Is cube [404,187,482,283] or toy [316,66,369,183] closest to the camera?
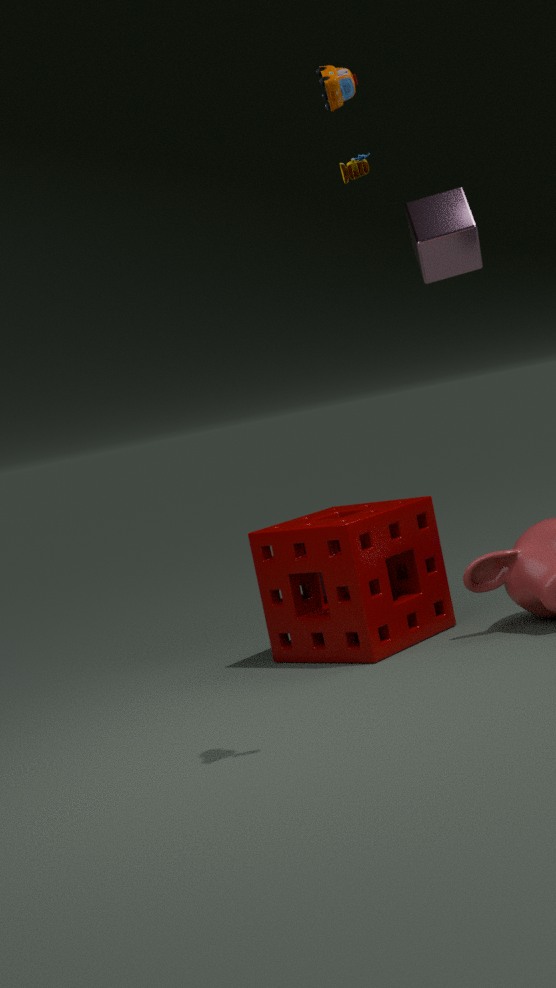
toy [316,66,369,183]
